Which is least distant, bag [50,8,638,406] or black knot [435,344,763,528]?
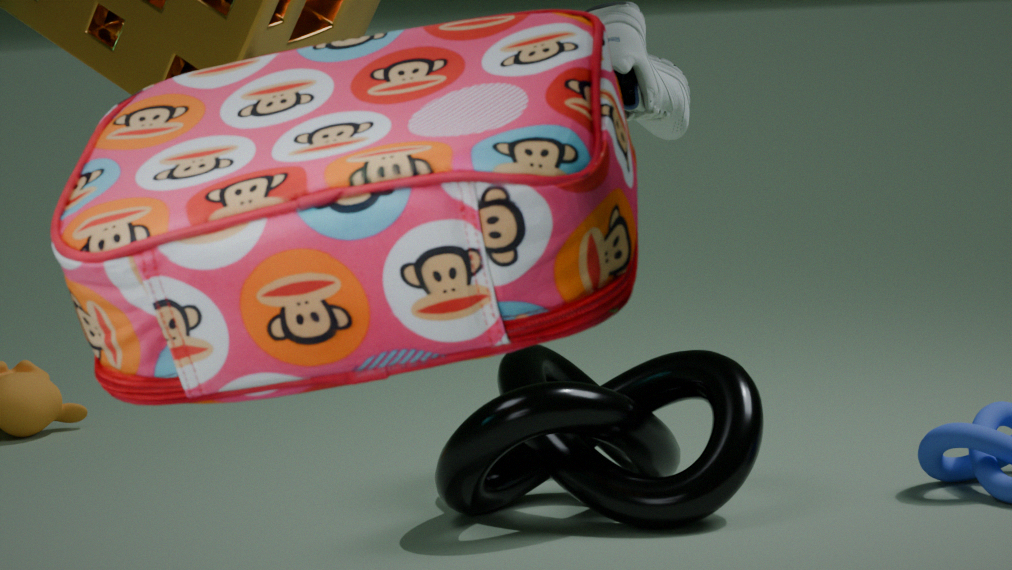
bag [50,8,638,406]
